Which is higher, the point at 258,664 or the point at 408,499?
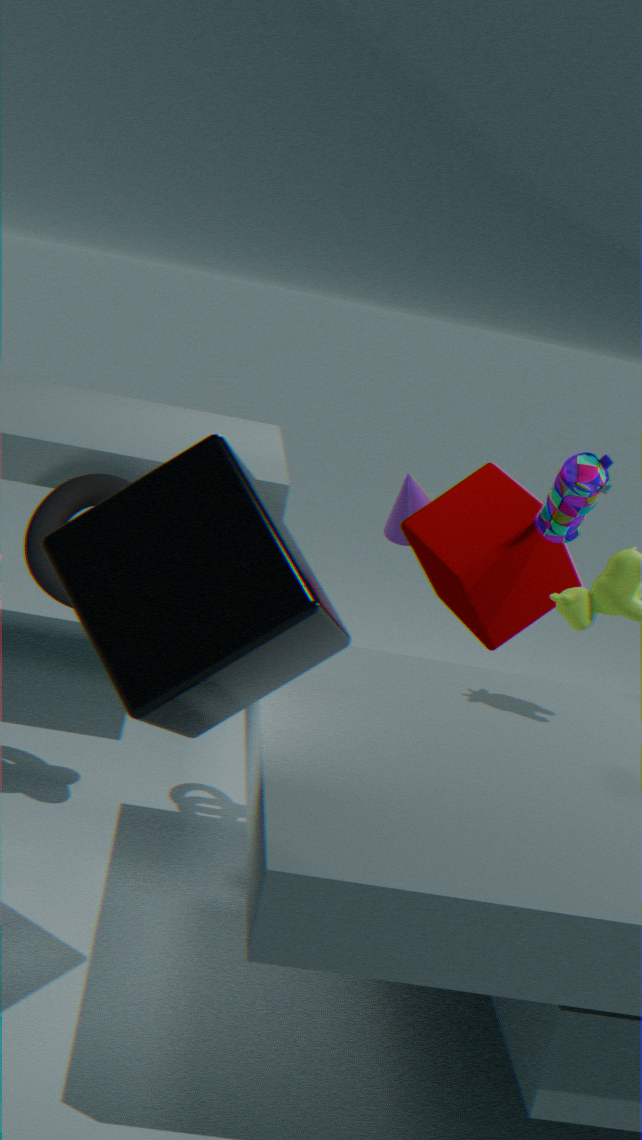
the point at 258,664
